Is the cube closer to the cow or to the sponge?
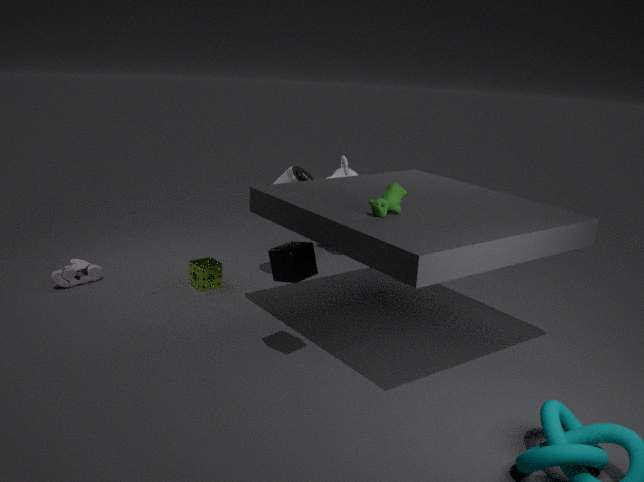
the cow
